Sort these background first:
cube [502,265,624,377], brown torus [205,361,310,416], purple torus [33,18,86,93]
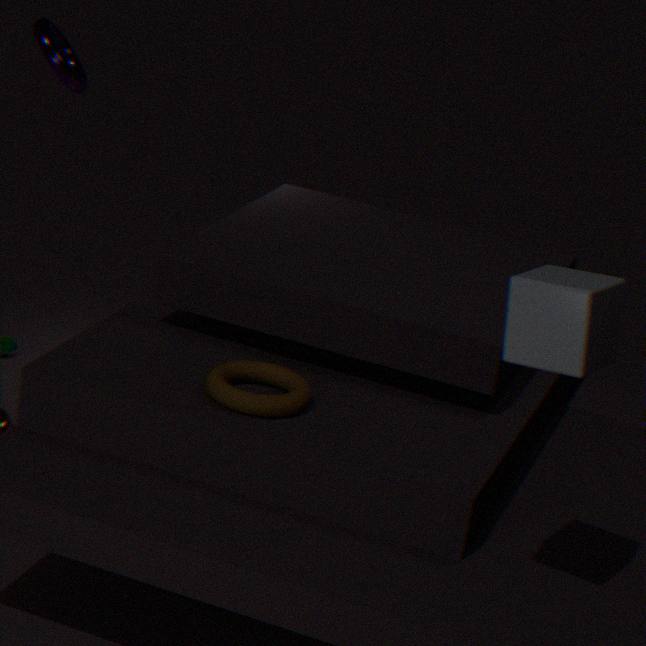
purple torus [33,18,86,93] → brown torus [205,361,310,416] → cube [502,265,624,377]
